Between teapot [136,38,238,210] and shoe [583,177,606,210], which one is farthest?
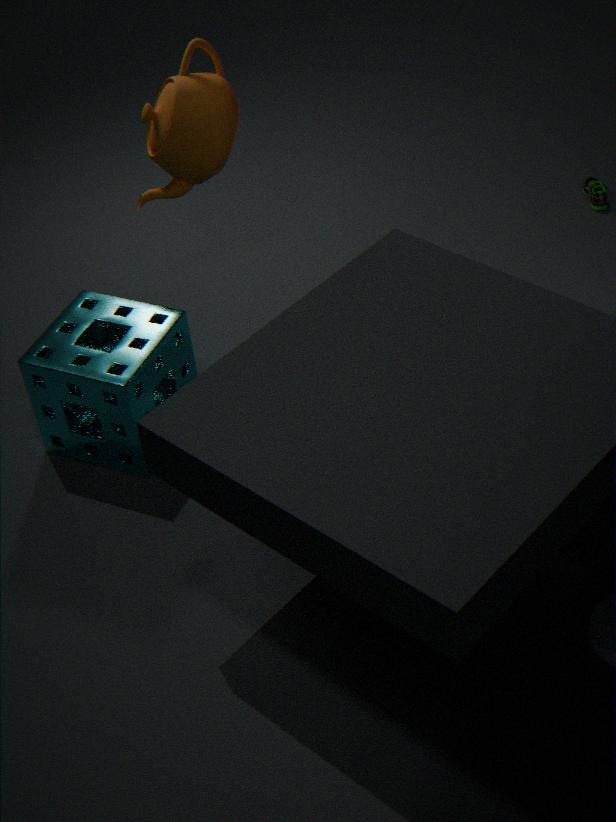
shoe [583,177,606,210]
